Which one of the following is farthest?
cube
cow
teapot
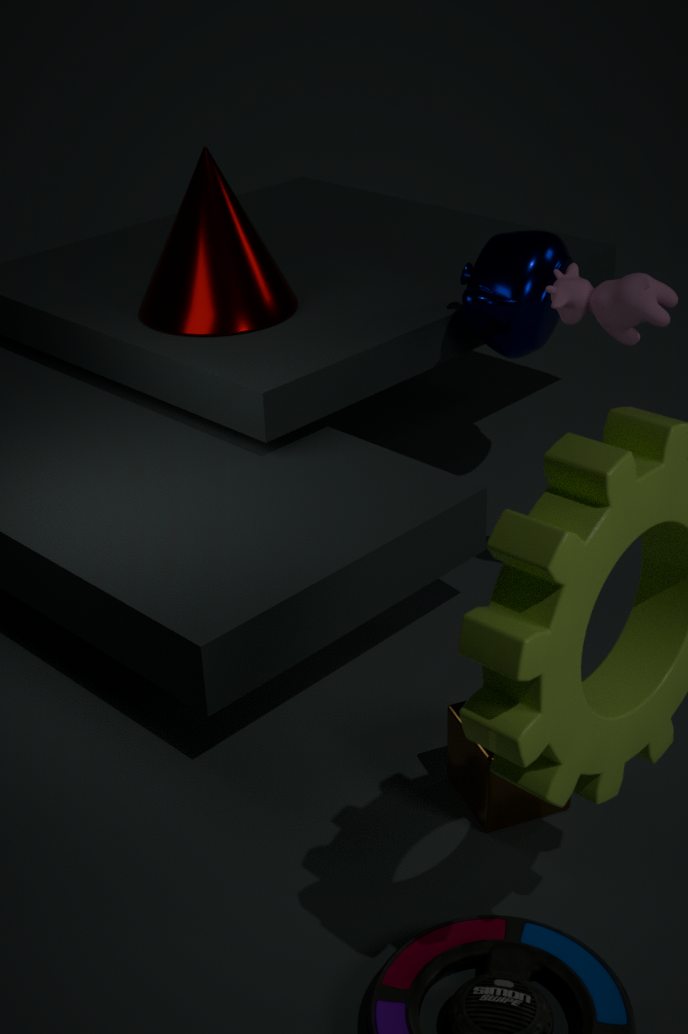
teapot
